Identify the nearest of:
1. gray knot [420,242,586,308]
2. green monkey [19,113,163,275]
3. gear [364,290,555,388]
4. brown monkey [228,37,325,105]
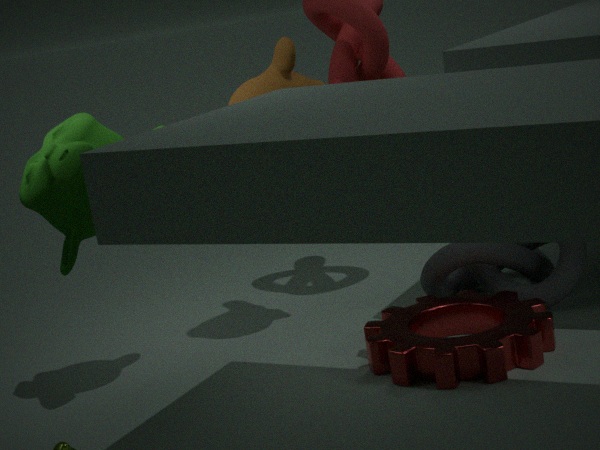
green monkey [19,113,163,275]
